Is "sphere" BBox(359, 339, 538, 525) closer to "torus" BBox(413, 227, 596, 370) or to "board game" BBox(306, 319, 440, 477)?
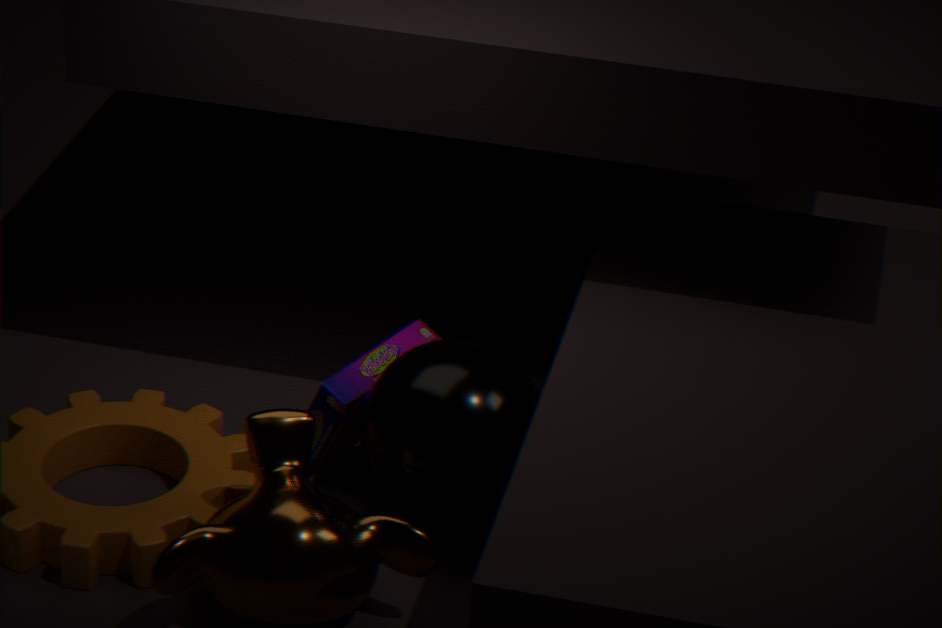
"board game" BBox(306, 319, 440, 477)
